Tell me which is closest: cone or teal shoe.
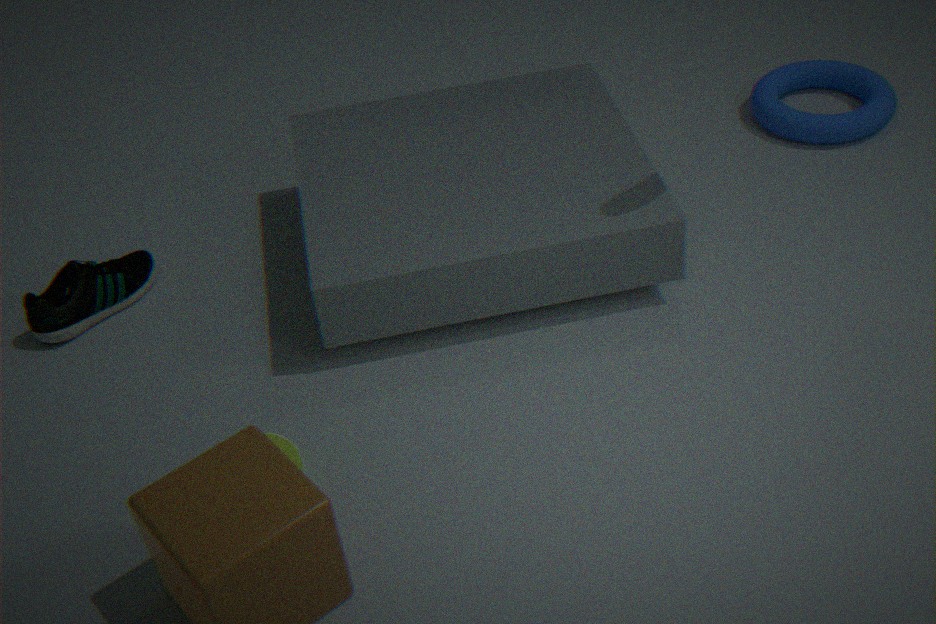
cone
